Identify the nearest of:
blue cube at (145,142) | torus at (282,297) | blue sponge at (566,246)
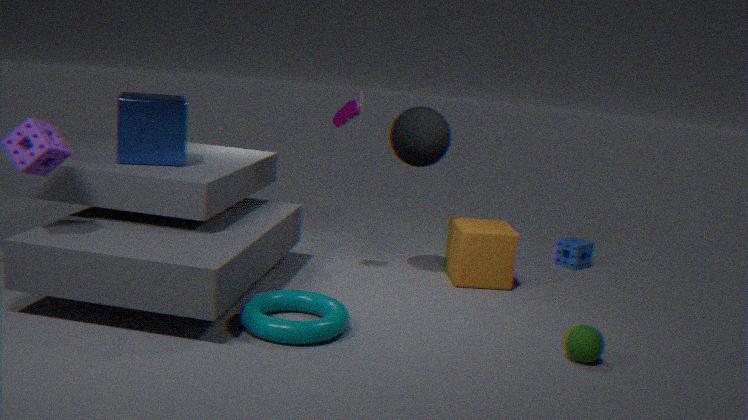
torus at (282,297)
